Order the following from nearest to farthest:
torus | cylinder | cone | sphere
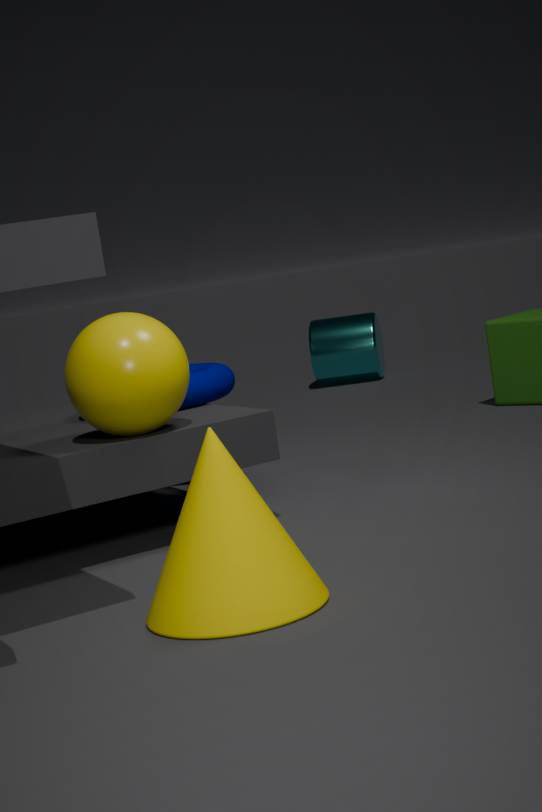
cone, sphere, torus, cylinder
